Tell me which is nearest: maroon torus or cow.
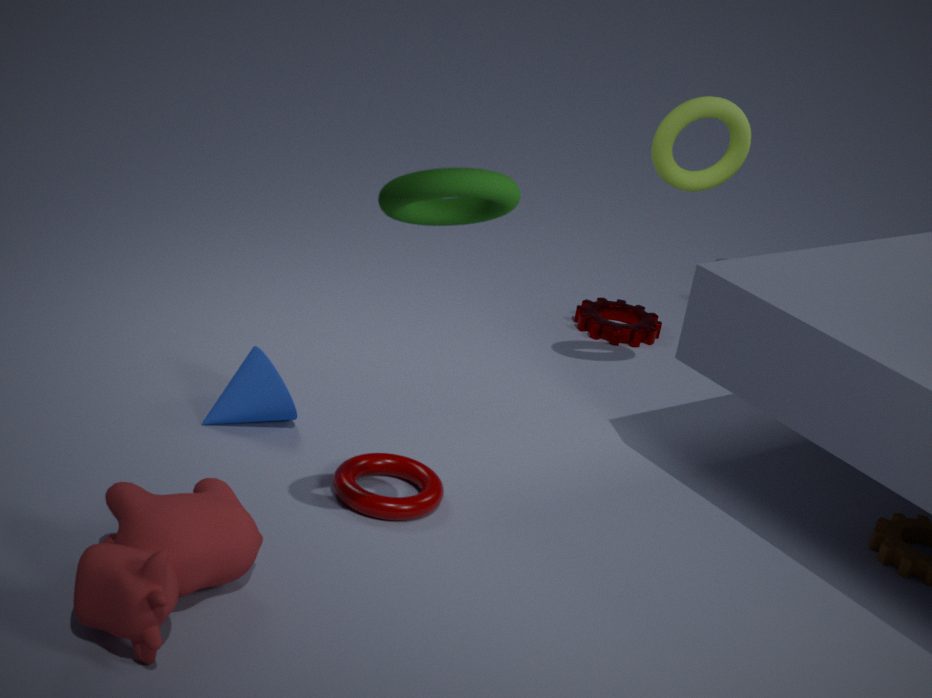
cow
